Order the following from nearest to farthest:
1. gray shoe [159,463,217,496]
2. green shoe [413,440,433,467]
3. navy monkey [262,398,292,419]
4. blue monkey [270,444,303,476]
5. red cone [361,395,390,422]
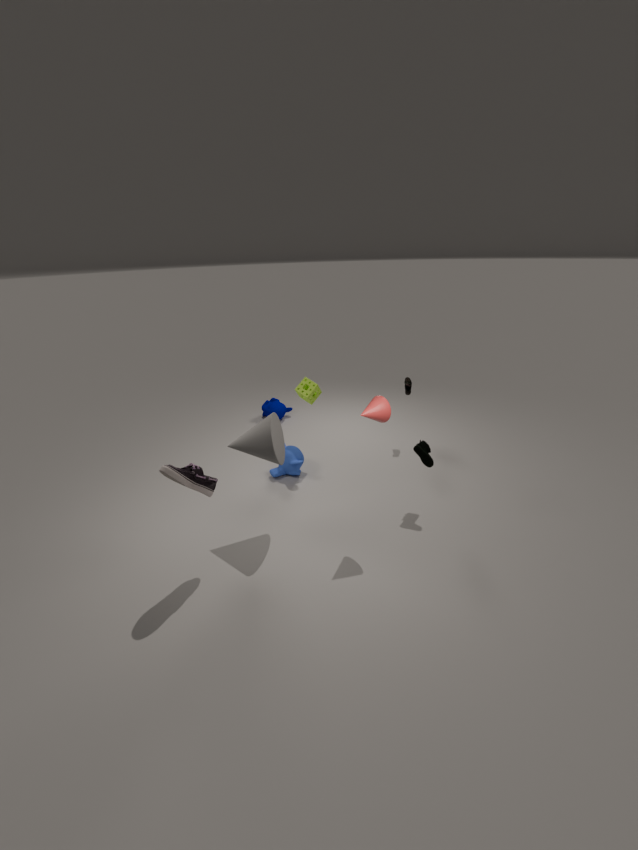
gray shoe [159,463,217,496] < red cone [361,395,390,422] < green shoe [413,440,433,467] < blue monkey [270,444,303,476] < navy monkey [262,398,292,419]
